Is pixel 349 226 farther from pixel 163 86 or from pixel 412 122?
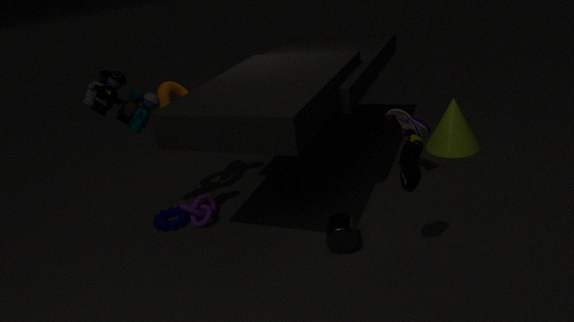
pixel 163 86
